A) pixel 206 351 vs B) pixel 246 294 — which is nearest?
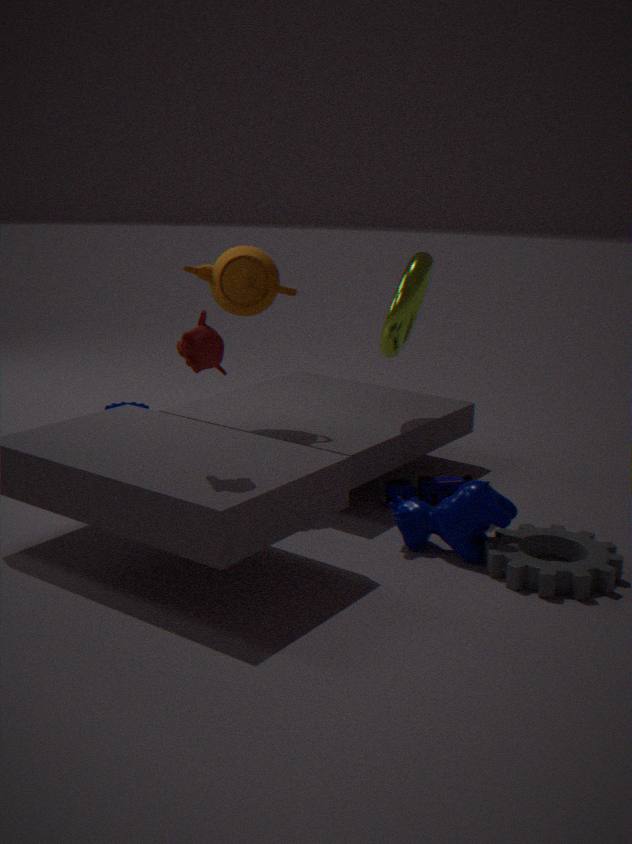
A. pixel 206 351
